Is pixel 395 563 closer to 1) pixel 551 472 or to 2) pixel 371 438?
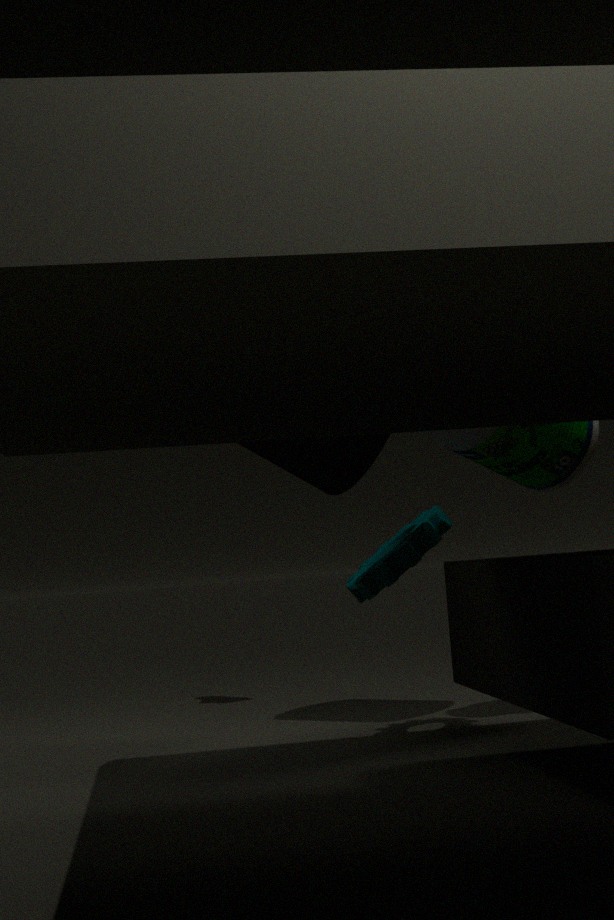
1) pixel 551 472
